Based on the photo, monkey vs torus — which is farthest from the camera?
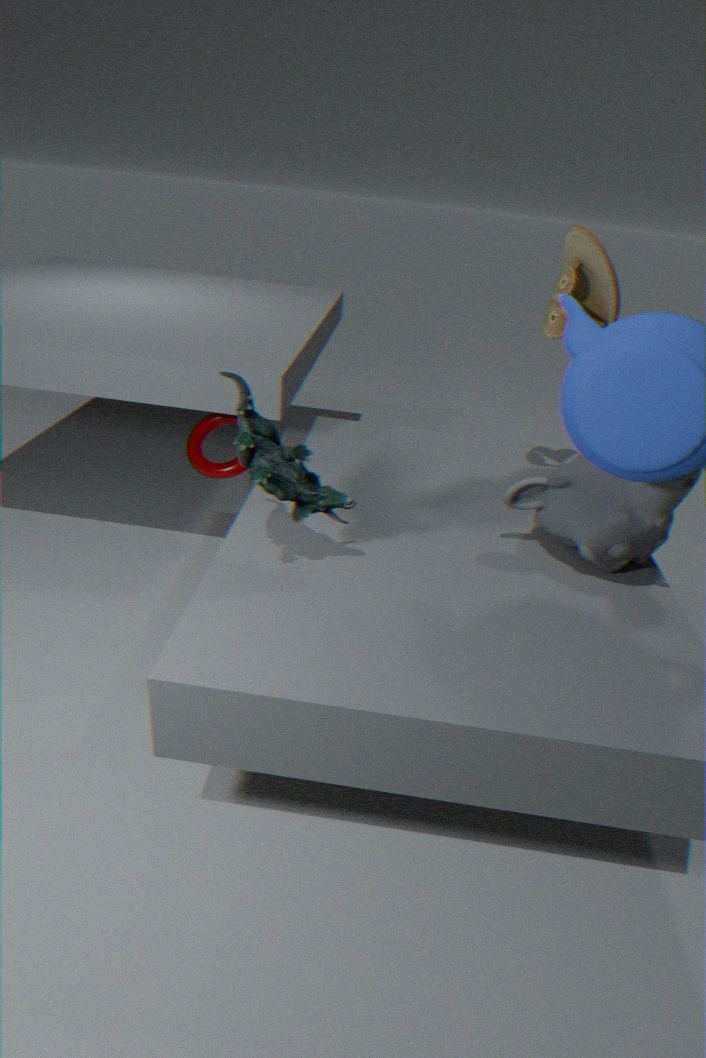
torus
